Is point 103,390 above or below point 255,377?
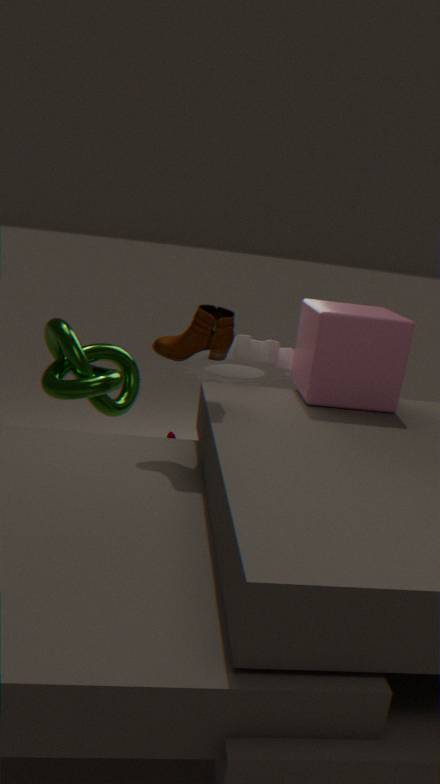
below
